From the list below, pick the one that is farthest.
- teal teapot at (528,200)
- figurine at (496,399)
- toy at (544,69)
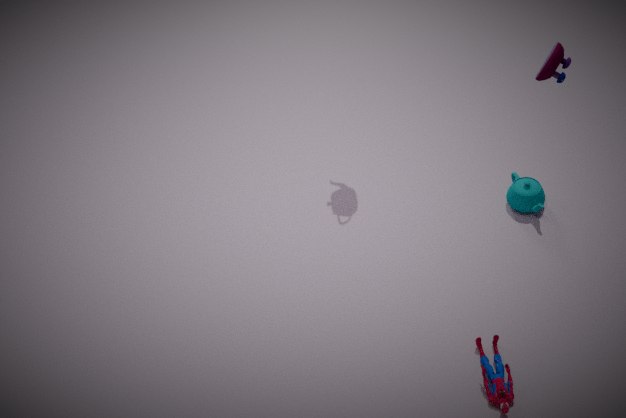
teal teapot at (528,200)
